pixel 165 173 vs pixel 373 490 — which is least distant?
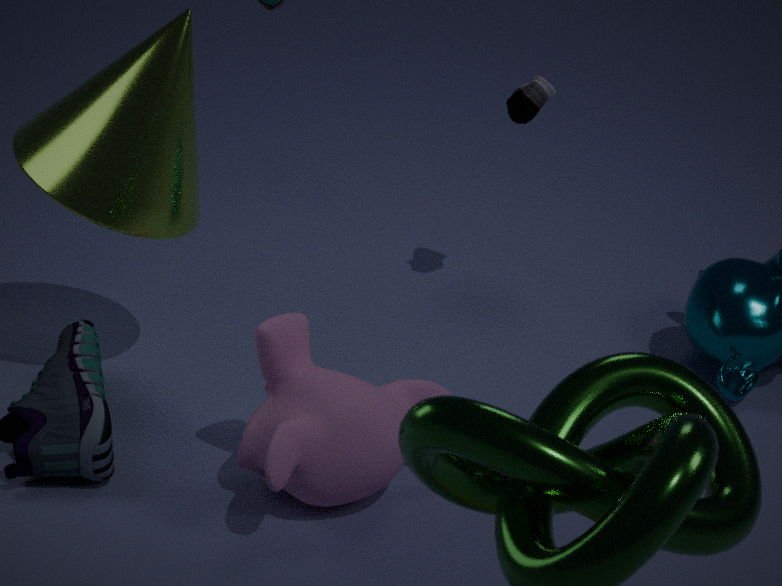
pixel 373 490
